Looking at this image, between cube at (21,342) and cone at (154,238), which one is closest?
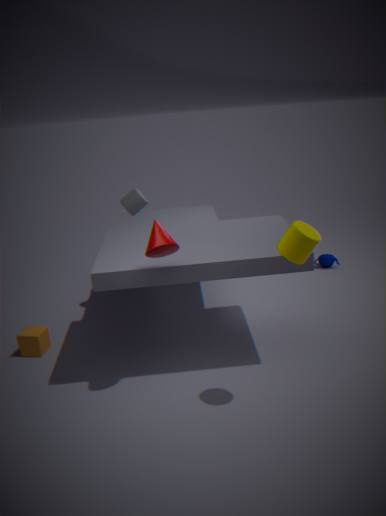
cone at (154,238)
